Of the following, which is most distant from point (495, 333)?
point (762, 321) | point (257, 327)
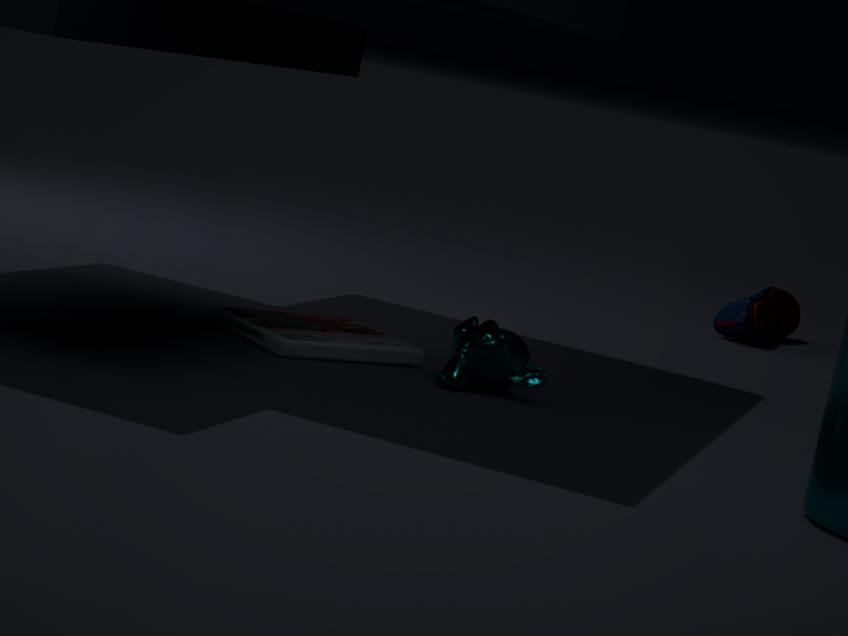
point (762, 321)
